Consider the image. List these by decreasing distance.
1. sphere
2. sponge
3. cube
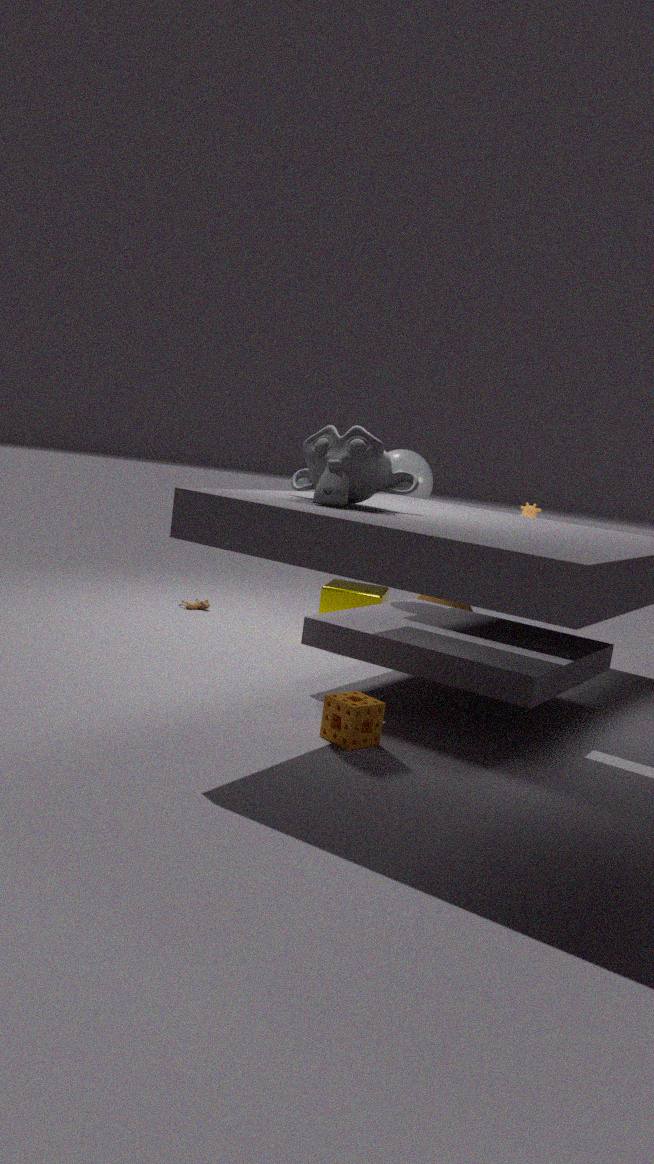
cube → sphere → sponge
